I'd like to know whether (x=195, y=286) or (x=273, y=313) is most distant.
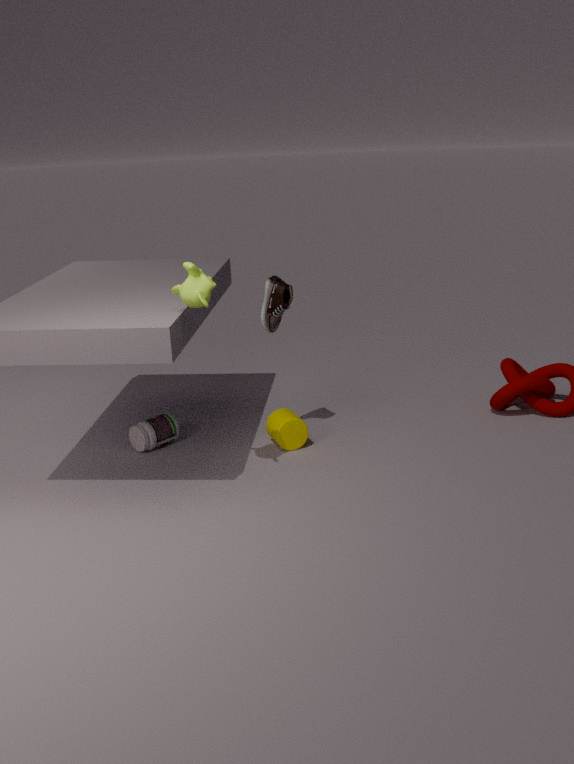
(x=273, y=313)
